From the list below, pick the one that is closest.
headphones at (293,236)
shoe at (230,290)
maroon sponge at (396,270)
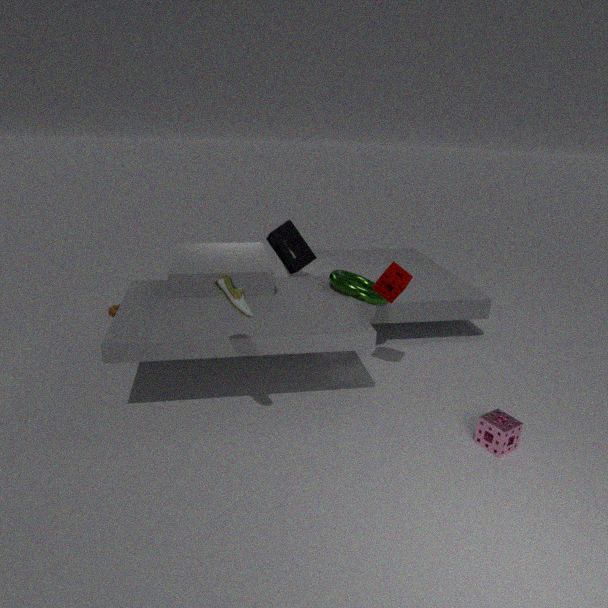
shoe at (230,290)
